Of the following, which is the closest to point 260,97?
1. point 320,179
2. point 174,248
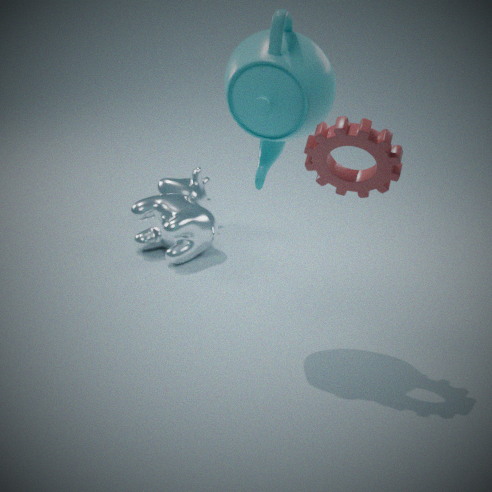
point 320,179
